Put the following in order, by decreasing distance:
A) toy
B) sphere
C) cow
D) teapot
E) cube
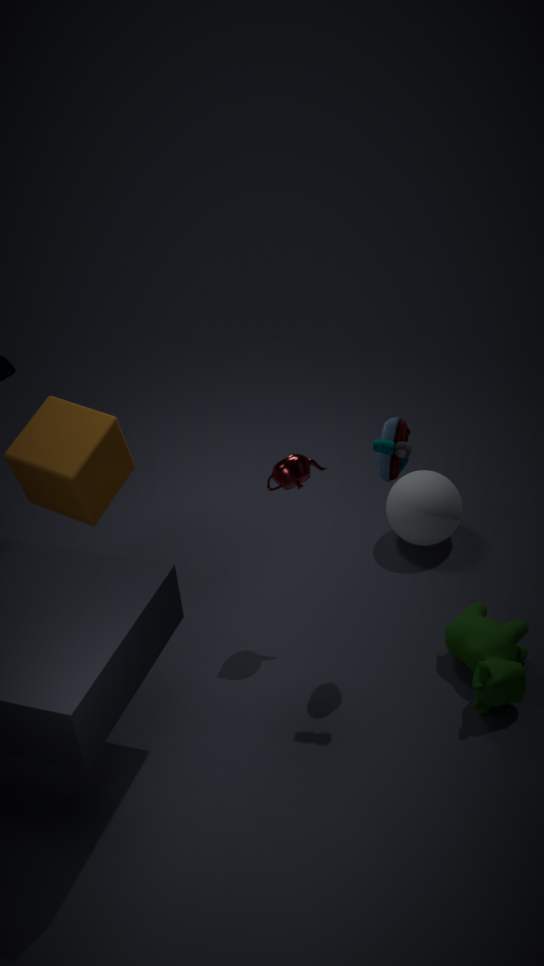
sphere, cube, teapot, cow, toy
